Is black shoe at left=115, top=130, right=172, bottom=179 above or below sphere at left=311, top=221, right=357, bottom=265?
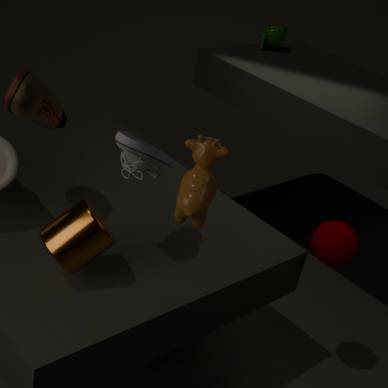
above
